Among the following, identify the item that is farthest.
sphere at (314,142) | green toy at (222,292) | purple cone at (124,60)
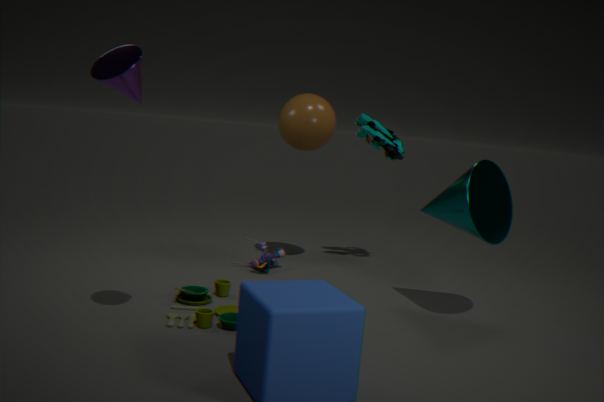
sphere at (314,142)
